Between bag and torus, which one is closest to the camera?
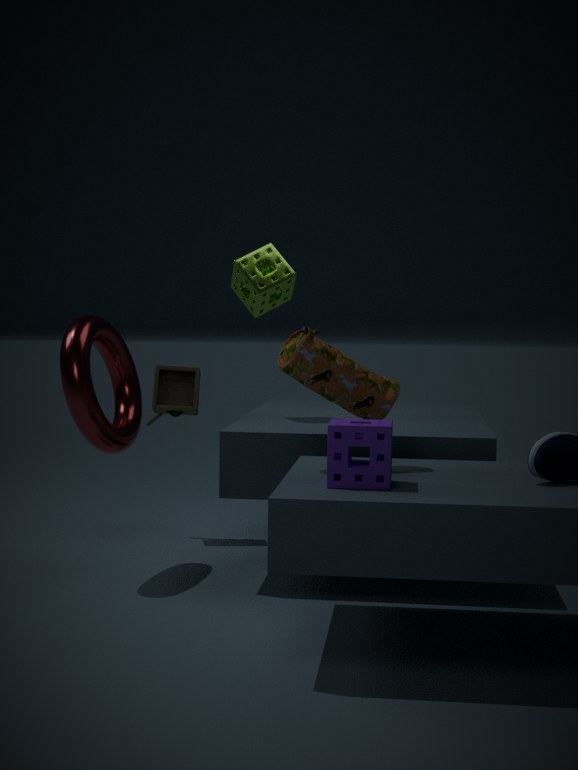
bag
